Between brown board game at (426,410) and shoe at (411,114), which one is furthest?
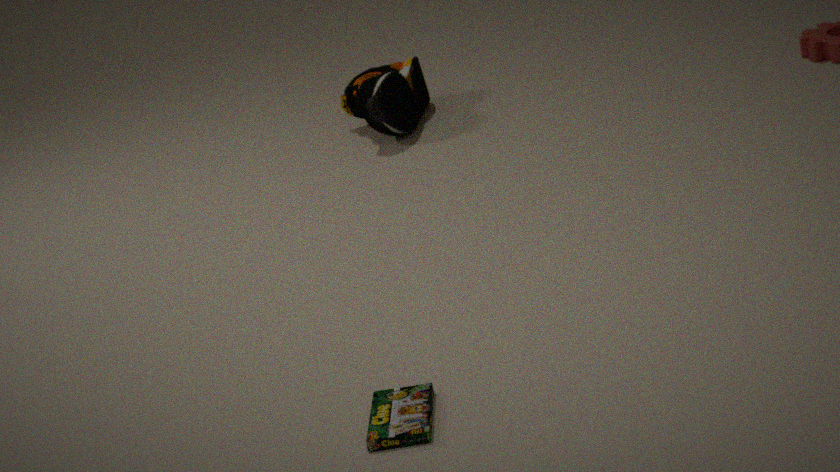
shoe at (411,114)
